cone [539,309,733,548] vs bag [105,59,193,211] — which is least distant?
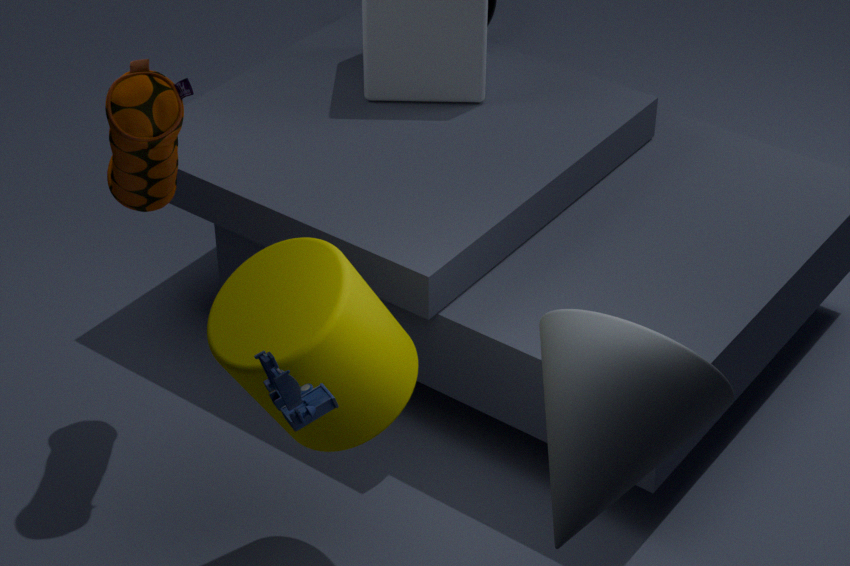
cone [539,309,733,548]
